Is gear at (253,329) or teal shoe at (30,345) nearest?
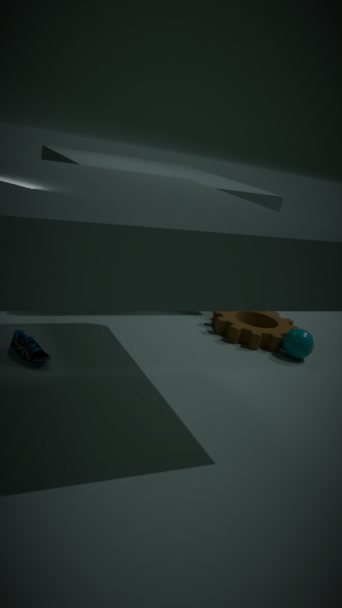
teal shoe at (30,345)
